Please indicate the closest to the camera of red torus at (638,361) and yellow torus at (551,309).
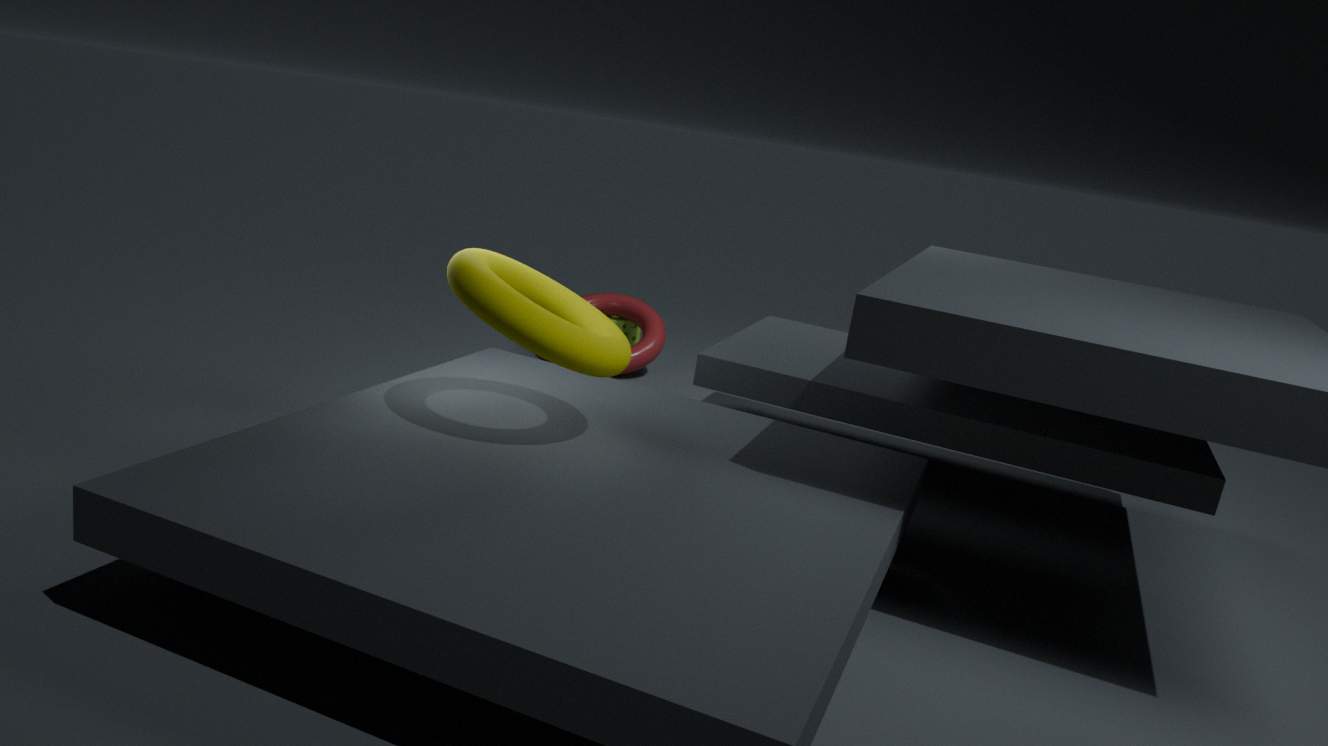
yellow torus at (551,309)
